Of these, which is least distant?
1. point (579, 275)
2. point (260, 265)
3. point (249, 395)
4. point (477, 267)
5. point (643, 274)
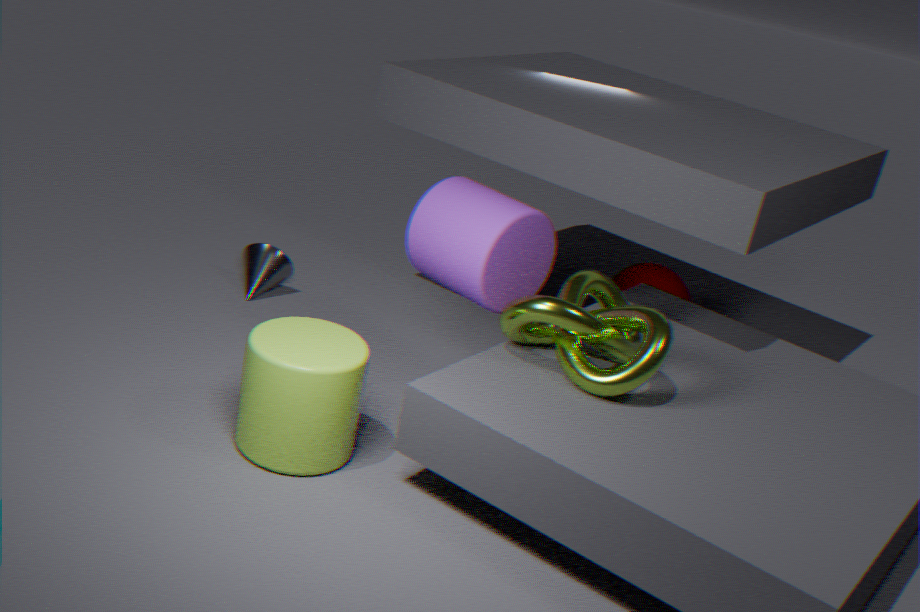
point (249, 395)
